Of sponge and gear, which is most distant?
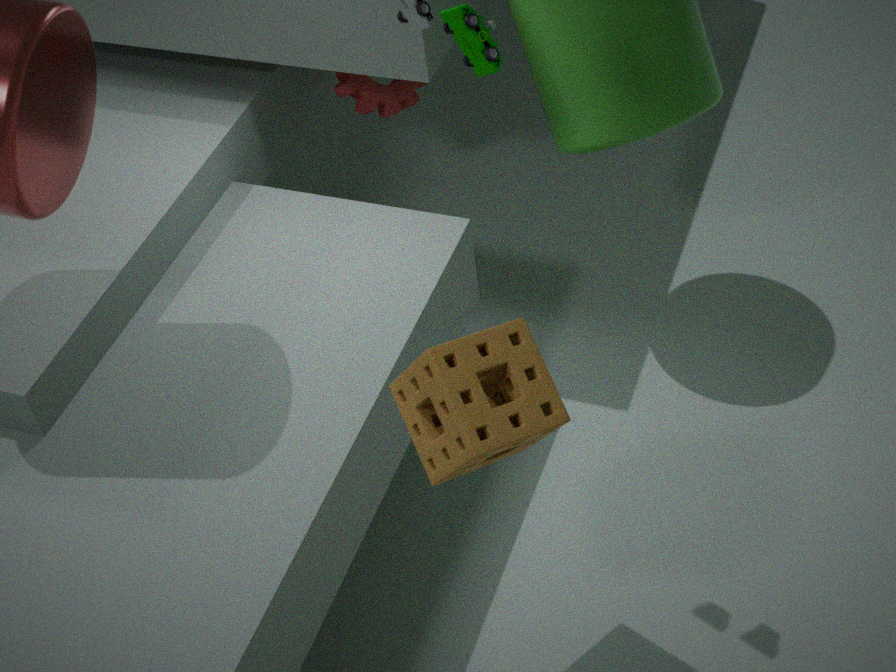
gear
